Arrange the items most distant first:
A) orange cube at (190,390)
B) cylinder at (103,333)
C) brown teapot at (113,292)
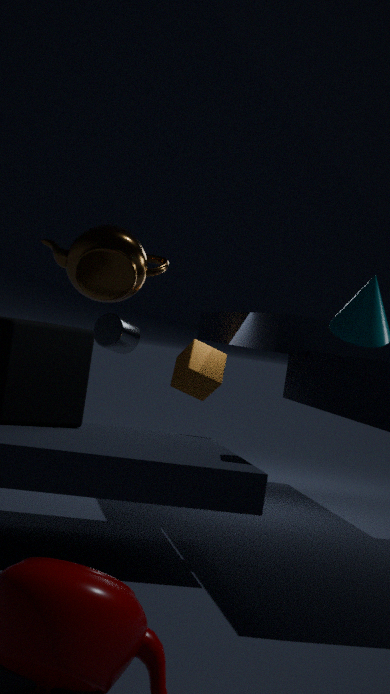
cylinder at (103,333)
orange cube at (190,390)
brown teapot at (113,292)
